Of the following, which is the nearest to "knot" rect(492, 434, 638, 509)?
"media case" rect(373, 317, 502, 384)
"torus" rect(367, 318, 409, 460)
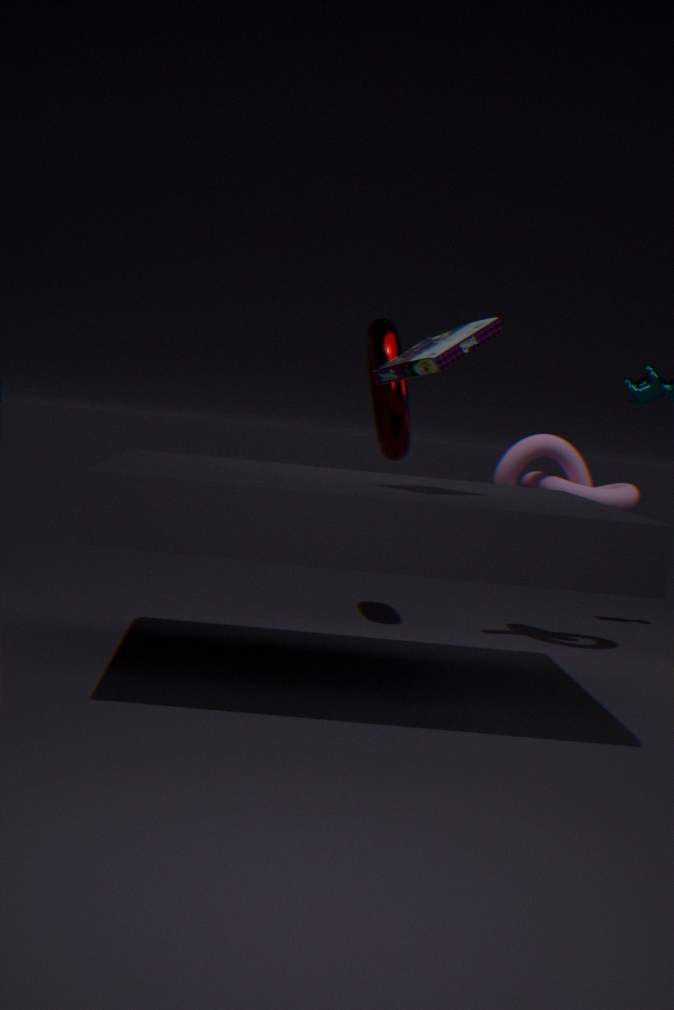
"torus" rect(367, 318, 409, 460)
